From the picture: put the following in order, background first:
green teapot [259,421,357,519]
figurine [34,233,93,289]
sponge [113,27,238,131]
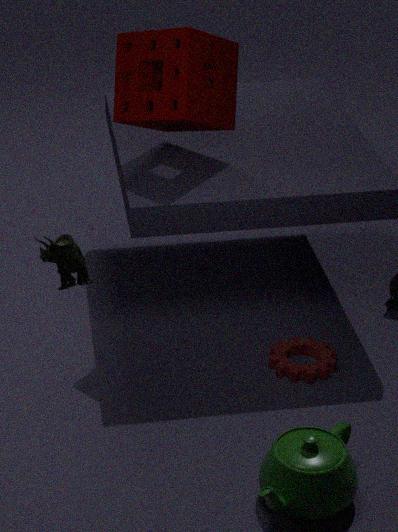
sponge [113,27,238,131] → green teapot [259,421,357,519] → figurine [34,233,93,289]
